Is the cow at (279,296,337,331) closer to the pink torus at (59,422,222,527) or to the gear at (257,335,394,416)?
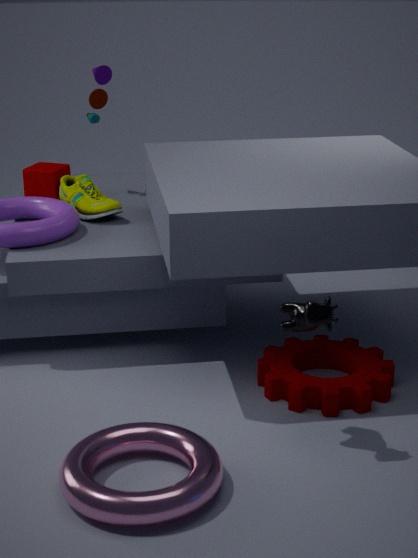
the gear at (257,335,394,416)
